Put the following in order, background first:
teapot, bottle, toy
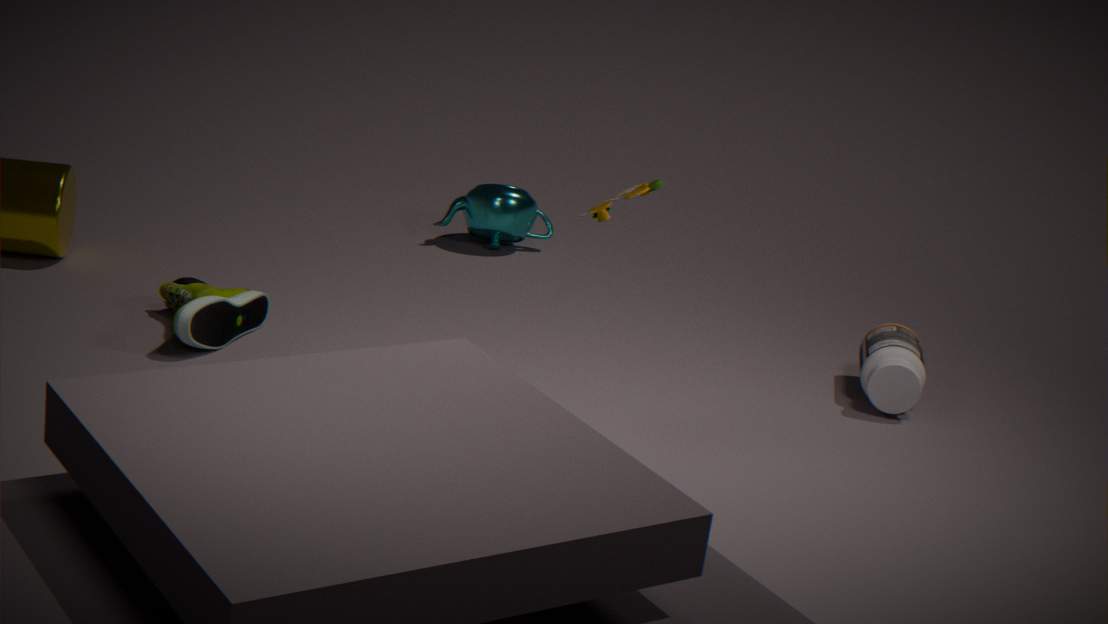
teapot, bottle, toy
